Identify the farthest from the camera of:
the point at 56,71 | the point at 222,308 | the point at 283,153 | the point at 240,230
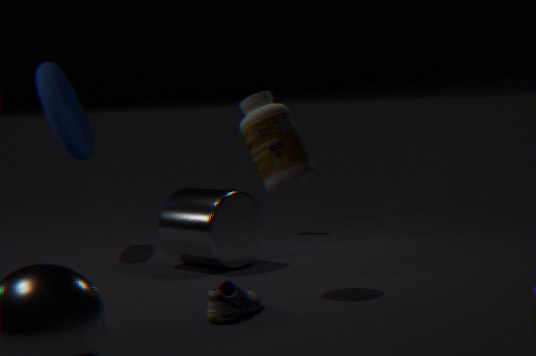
the point at 56,71
